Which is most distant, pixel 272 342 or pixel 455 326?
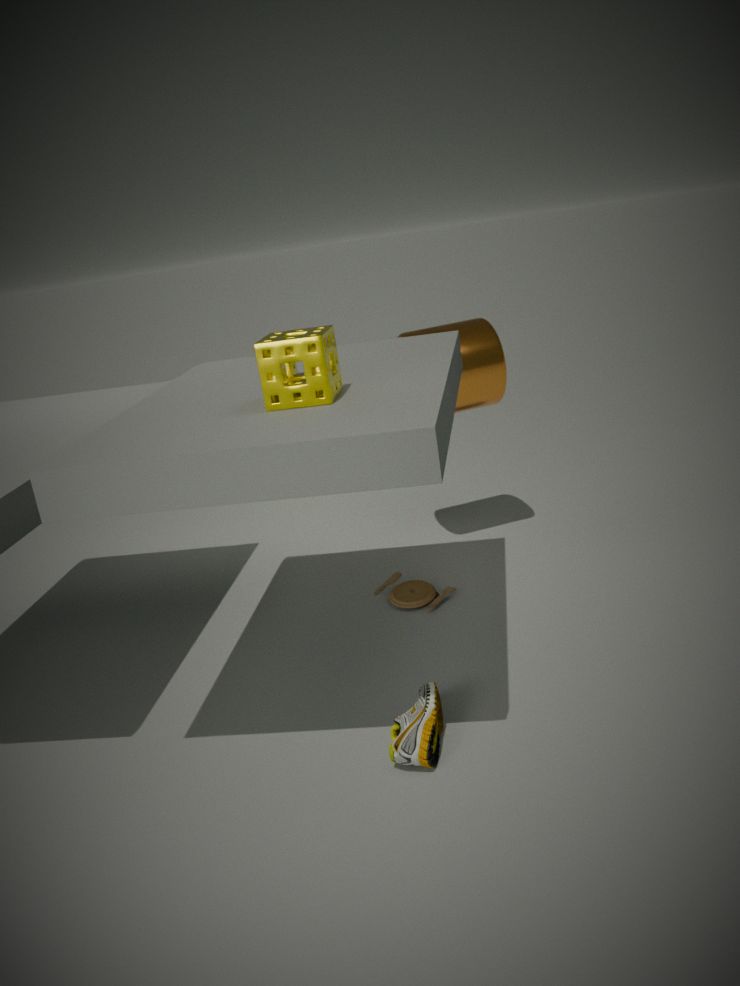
pixel 455 326
